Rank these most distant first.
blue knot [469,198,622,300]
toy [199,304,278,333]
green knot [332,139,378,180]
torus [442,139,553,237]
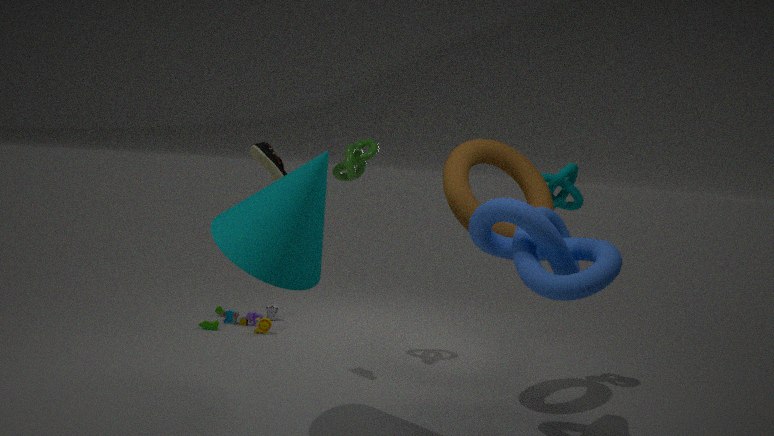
toy [199,304,278,333] < green knot [332,139,378,180] < torus [442,139,553,237] < blue knot [469,198,622,300]
